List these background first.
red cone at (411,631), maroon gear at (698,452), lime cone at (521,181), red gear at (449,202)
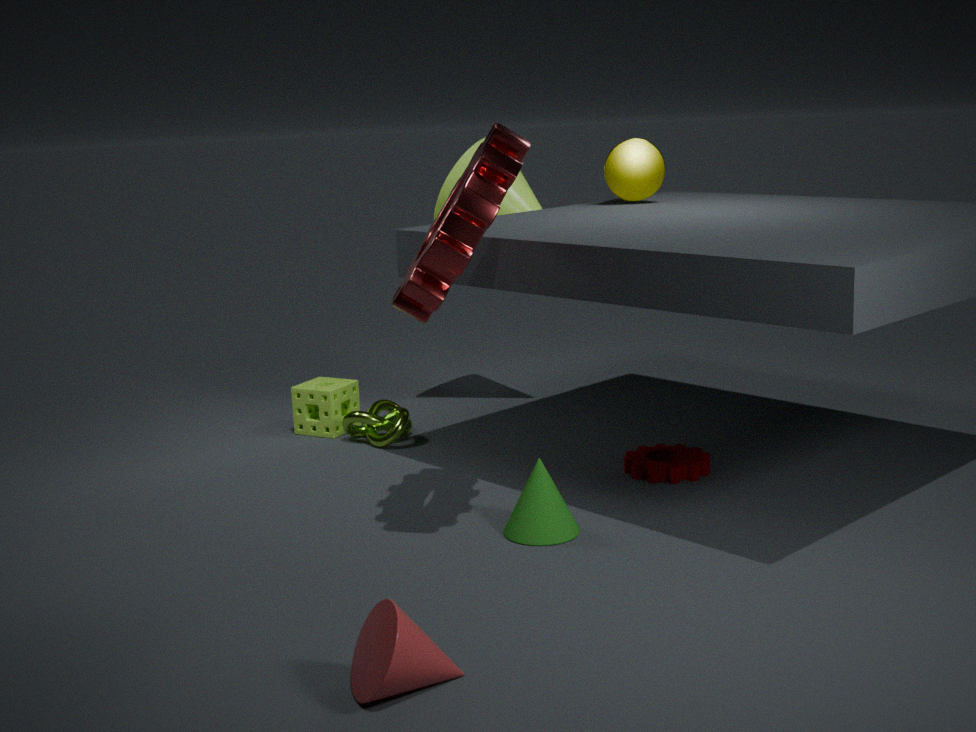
lime cone at (521,181)
maroon gear at (698,452)
red gear at (449,202)
red cone at (411,631)
